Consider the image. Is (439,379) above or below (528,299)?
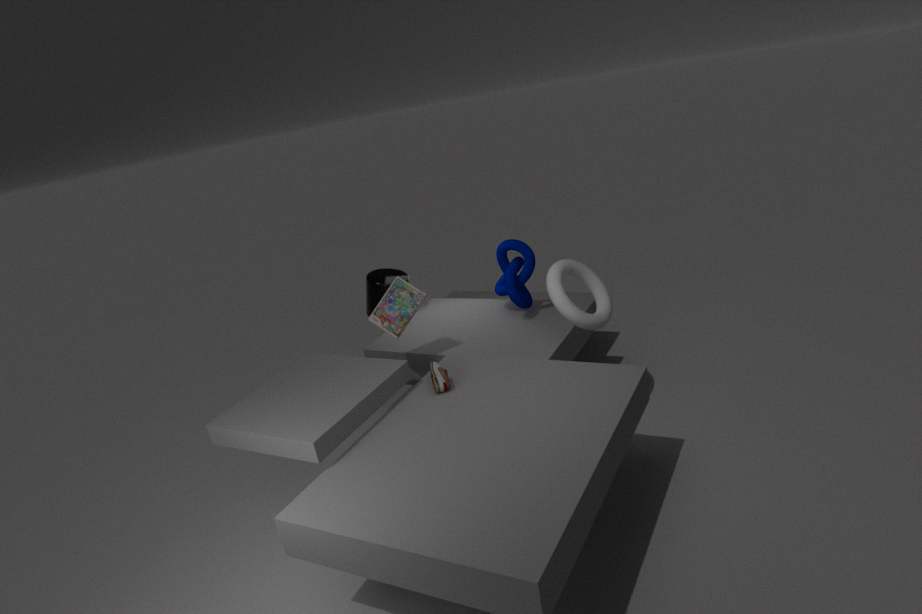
below
